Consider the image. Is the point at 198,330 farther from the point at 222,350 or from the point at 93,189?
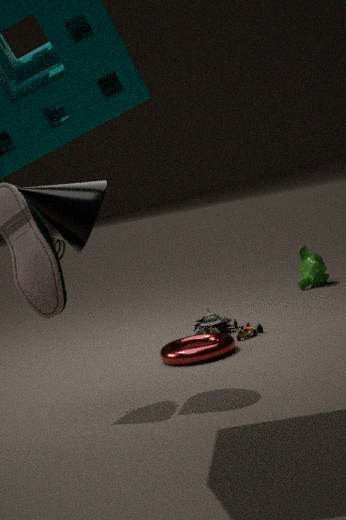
the point at 93,189
